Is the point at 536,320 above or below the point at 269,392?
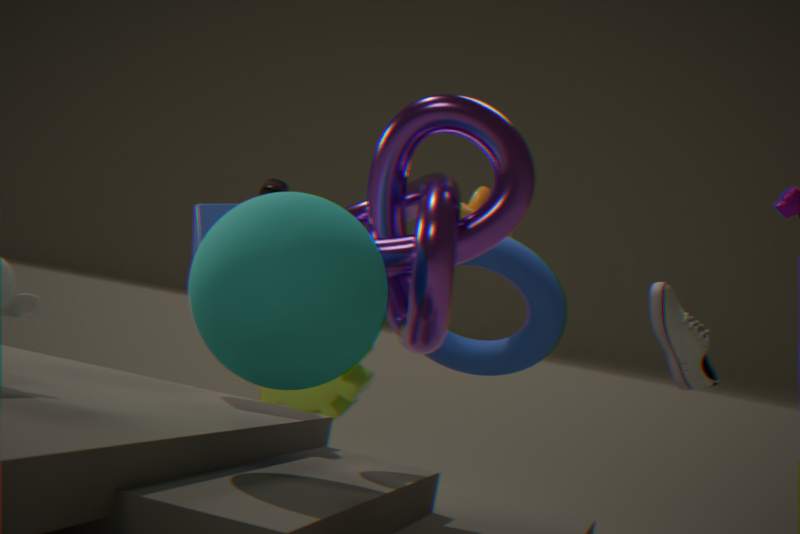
above
